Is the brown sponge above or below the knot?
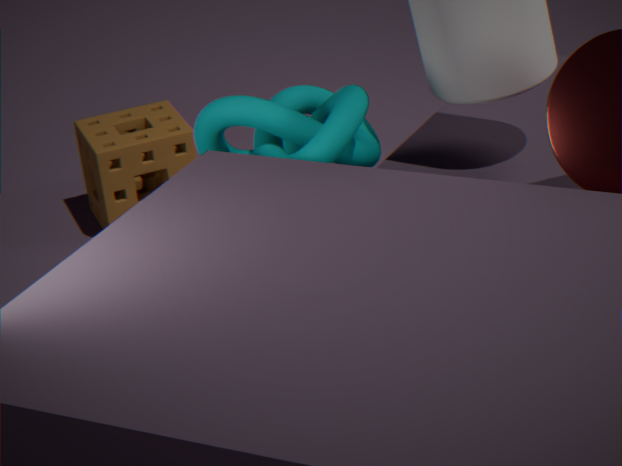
below
